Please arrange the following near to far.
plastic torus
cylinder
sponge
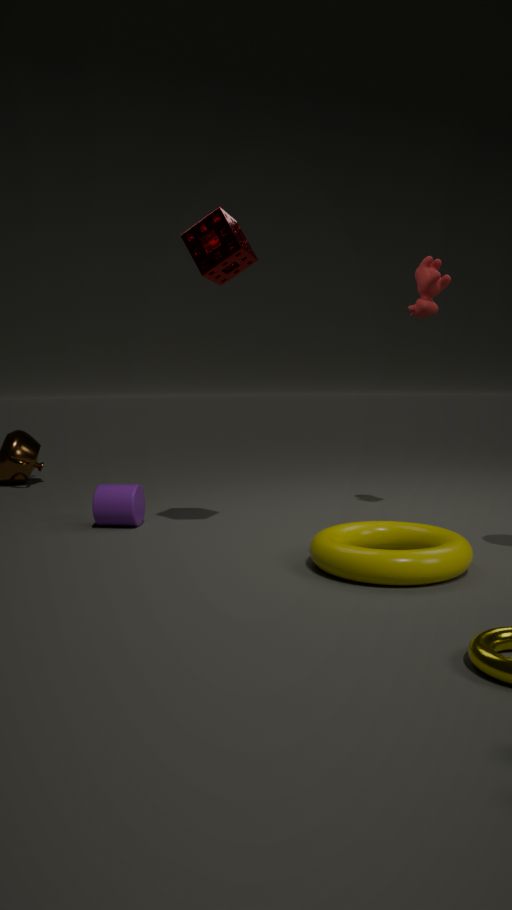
1. plastic torus
2. sponge
3. cylinder
